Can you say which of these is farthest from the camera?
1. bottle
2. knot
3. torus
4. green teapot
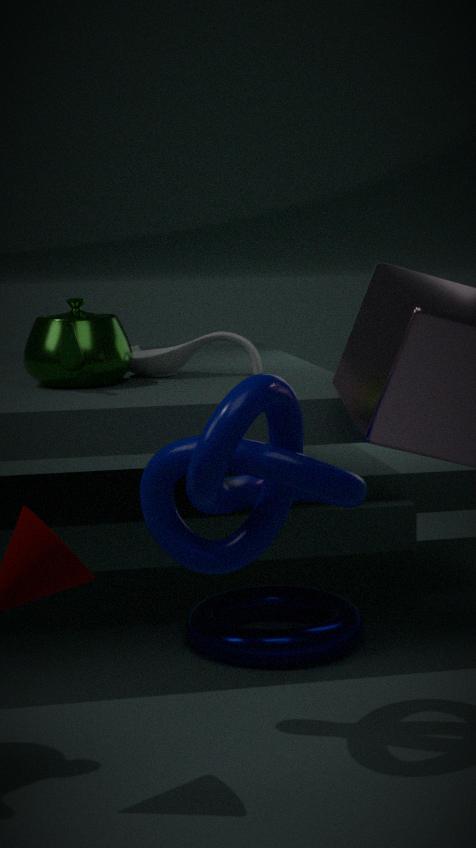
bottle
